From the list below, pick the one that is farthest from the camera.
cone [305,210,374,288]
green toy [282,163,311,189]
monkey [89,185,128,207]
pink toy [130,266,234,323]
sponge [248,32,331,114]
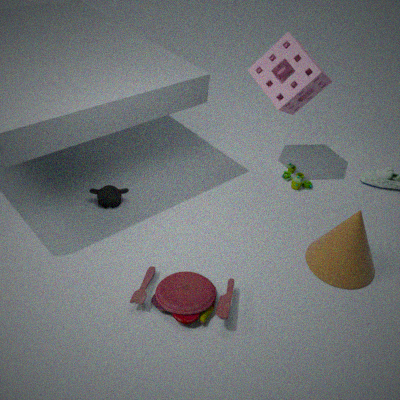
green toy [282,163,311,189]
